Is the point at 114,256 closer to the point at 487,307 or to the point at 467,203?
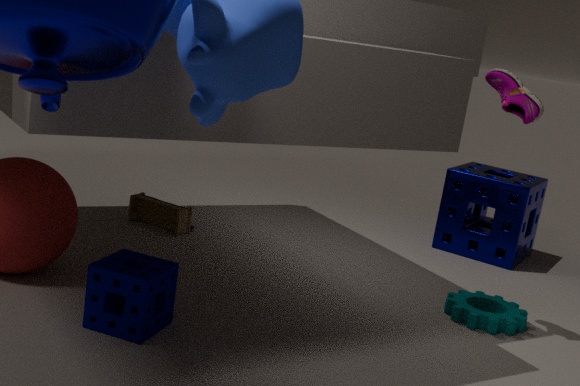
the point at 487,307
